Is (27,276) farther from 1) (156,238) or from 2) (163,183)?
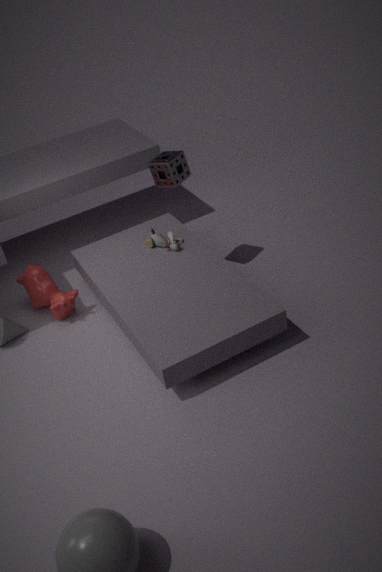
2) (163,183)
